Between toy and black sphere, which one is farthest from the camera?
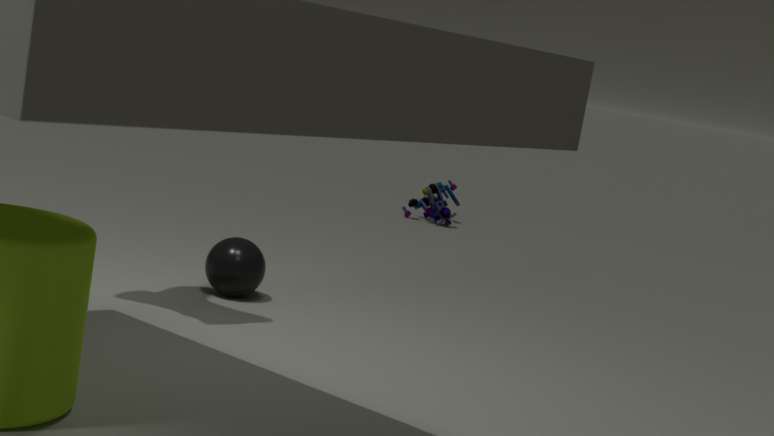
toy
